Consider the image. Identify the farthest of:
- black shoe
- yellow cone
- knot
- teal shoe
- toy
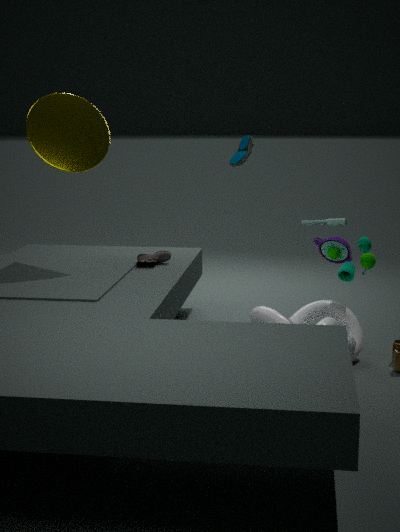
black shoe
